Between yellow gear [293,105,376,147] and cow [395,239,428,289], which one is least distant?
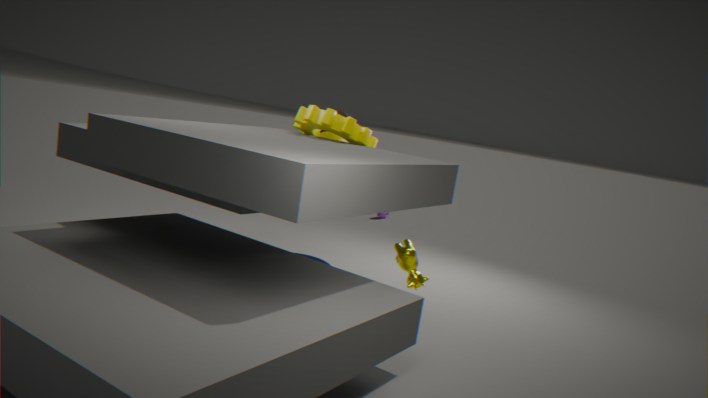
cow [395,239,428,289]
